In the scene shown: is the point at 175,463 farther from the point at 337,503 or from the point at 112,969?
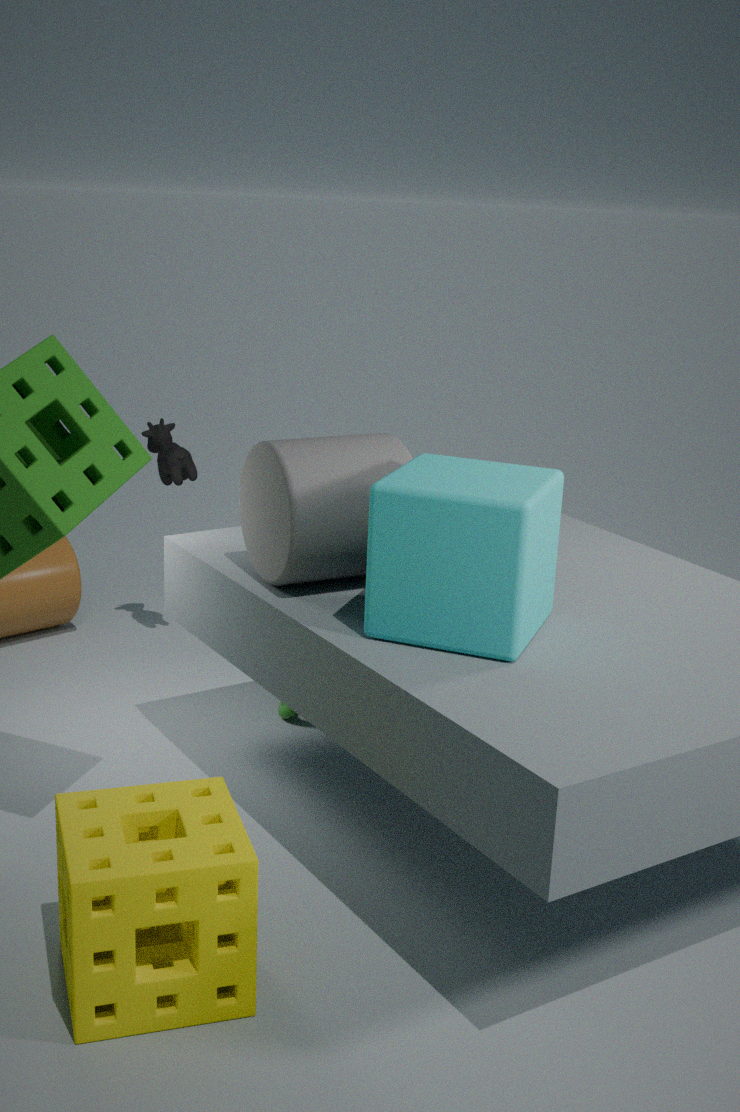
the point at 112,969
